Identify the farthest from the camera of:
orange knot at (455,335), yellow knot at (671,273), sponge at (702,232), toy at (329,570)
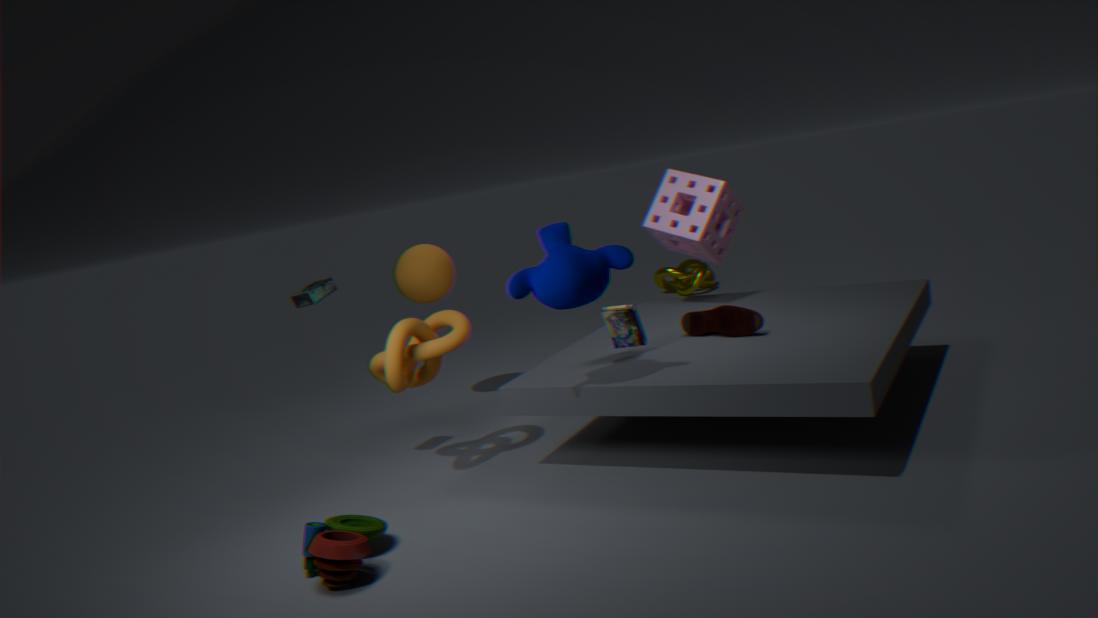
yellow knot at (671,273)
